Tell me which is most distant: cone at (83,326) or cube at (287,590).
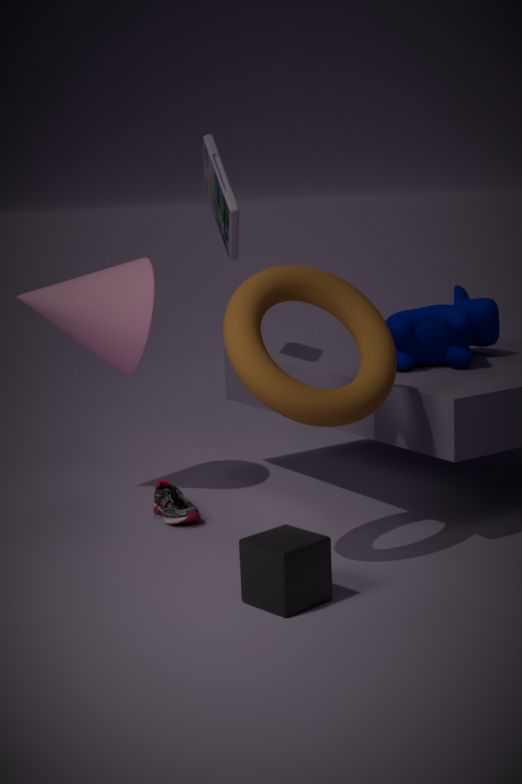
cone at (83,326)
